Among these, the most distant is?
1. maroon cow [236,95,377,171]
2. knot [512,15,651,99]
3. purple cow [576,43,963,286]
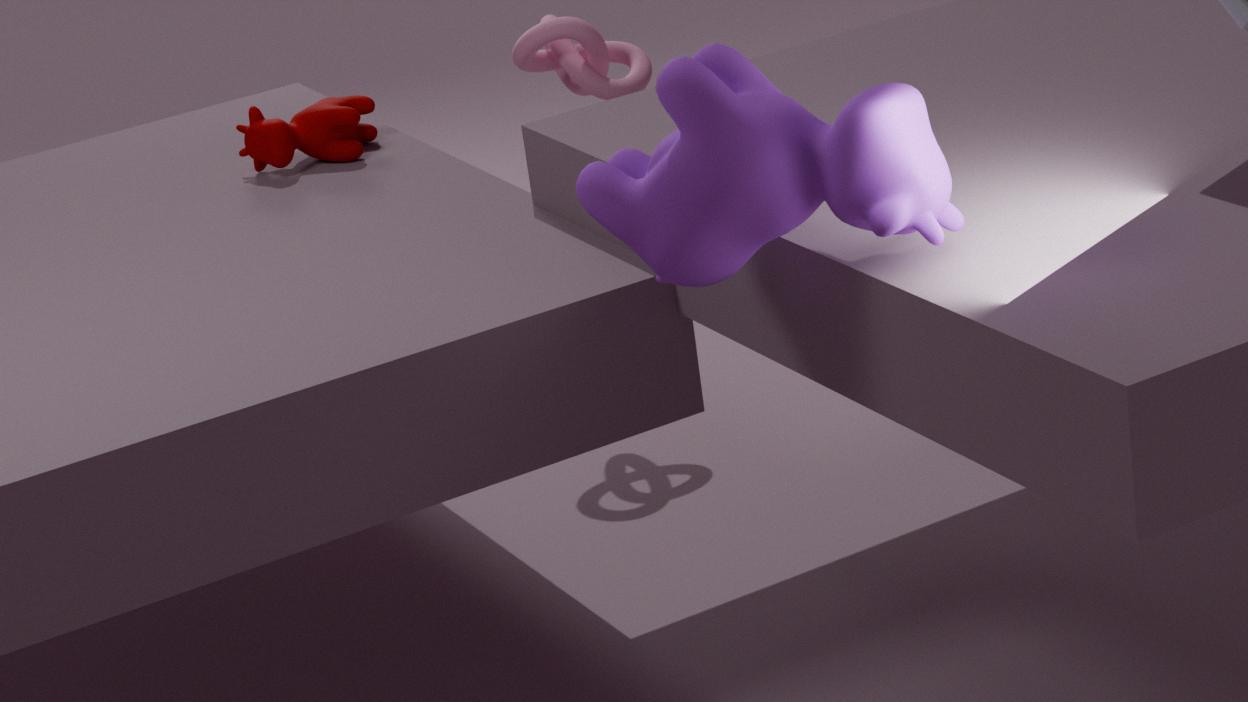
knot [512,15,651,99]
